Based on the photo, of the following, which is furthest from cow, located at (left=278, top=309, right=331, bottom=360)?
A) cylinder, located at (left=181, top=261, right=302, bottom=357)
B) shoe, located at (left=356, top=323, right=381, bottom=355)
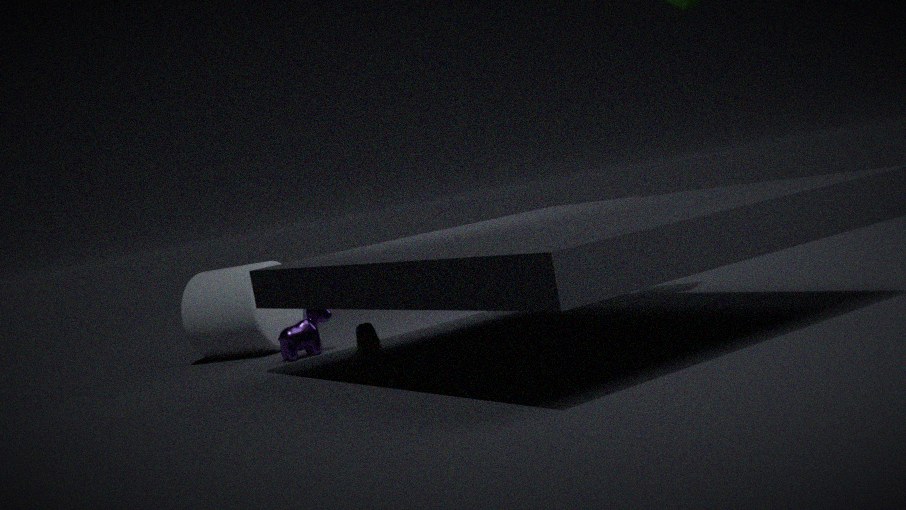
cylinder, located at (left=181, top=261, right=302, bottom=357)
